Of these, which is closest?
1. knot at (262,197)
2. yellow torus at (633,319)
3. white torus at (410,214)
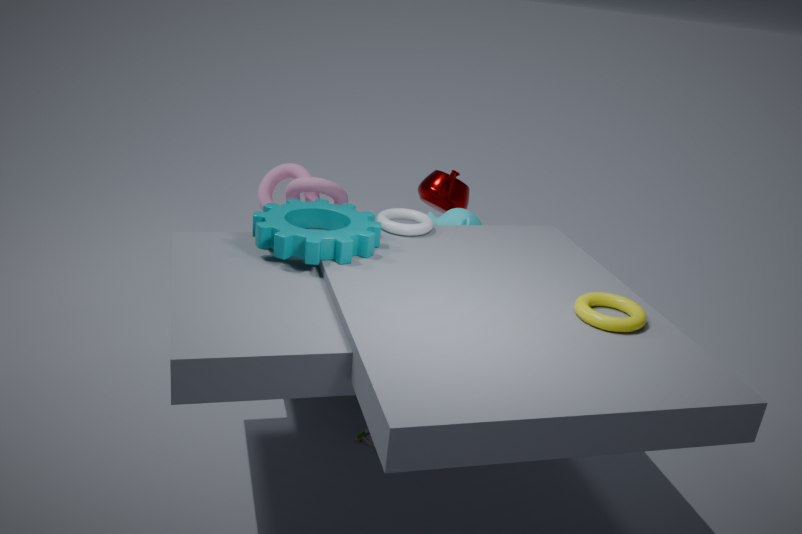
yellow torus at (633,319)
